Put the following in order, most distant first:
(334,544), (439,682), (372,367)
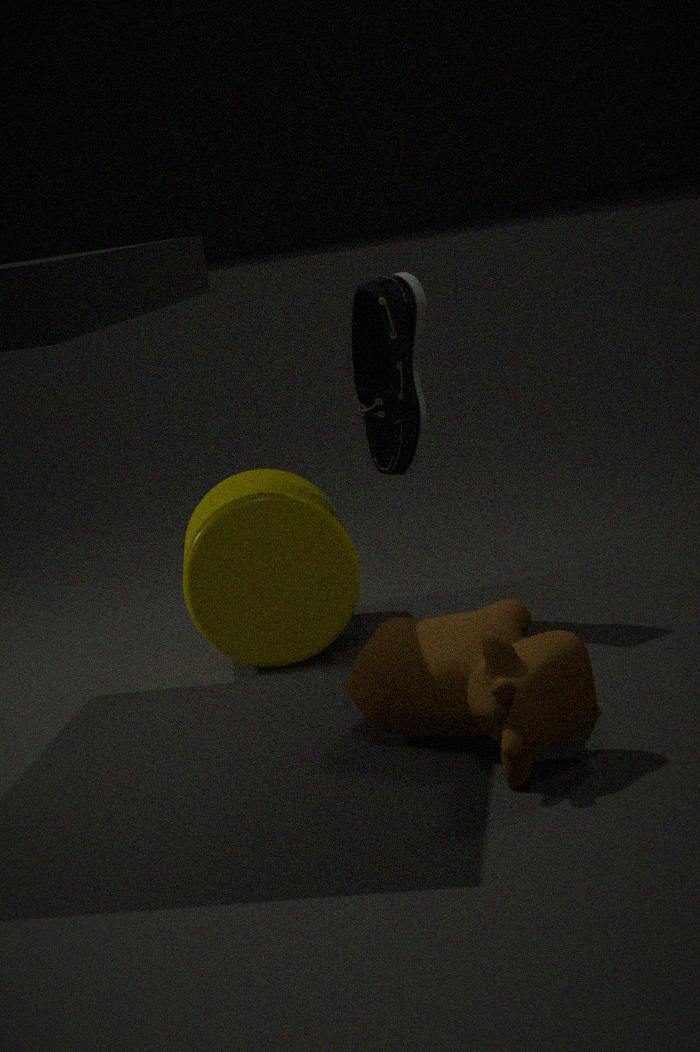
(372,367)
(334,544)
(439,682)
